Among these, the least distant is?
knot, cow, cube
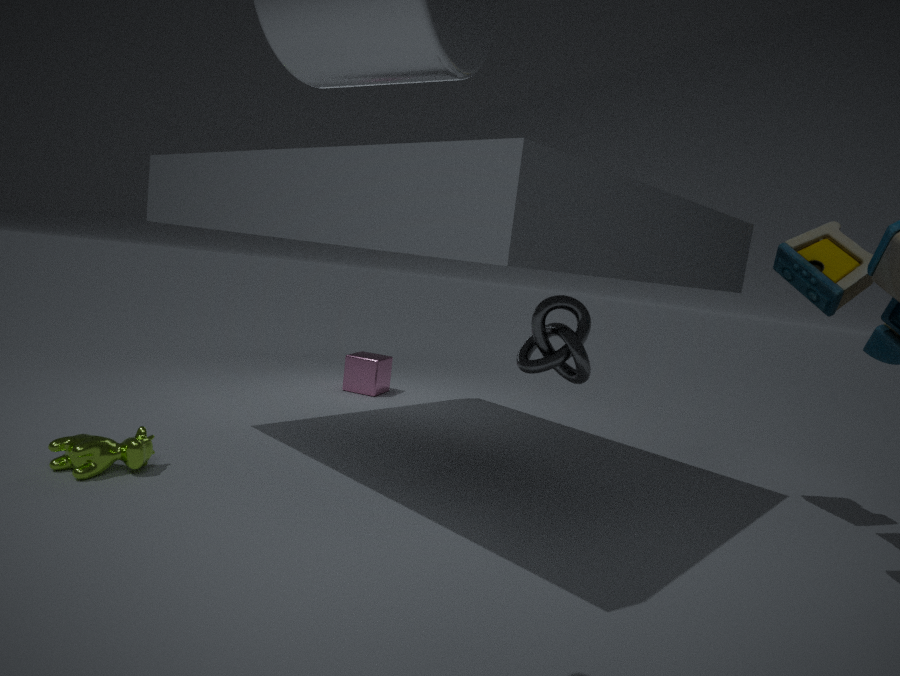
cow
